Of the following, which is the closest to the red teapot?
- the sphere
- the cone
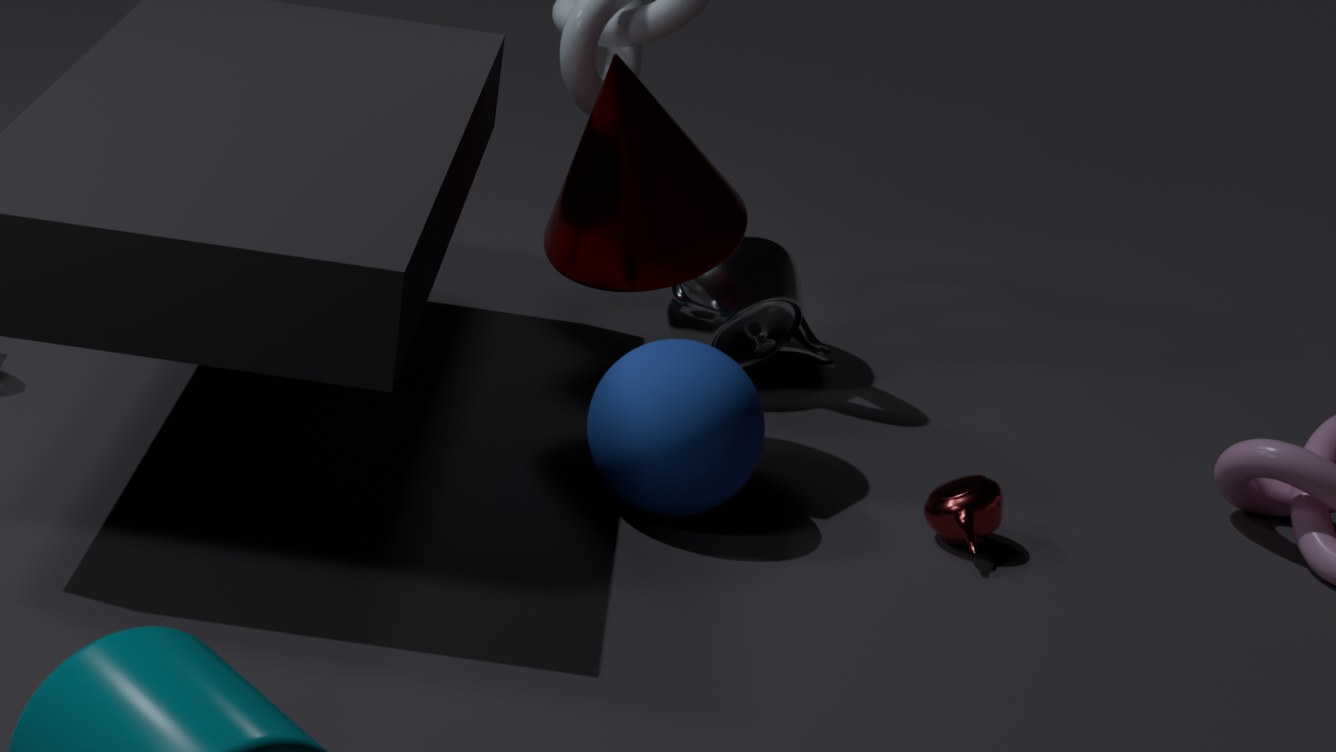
the sphere
